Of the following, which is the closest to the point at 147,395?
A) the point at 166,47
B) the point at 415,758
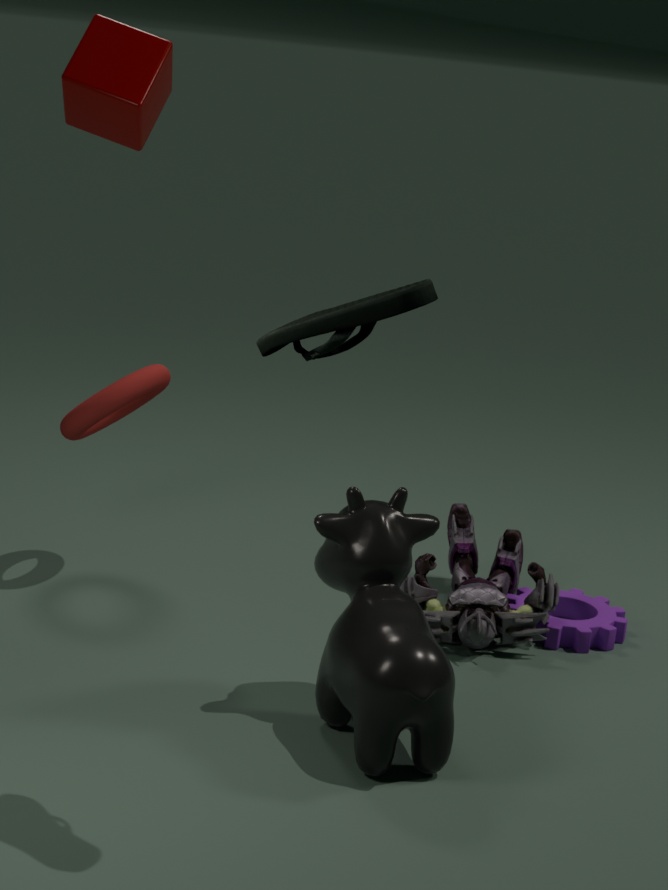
the point at 166,47
